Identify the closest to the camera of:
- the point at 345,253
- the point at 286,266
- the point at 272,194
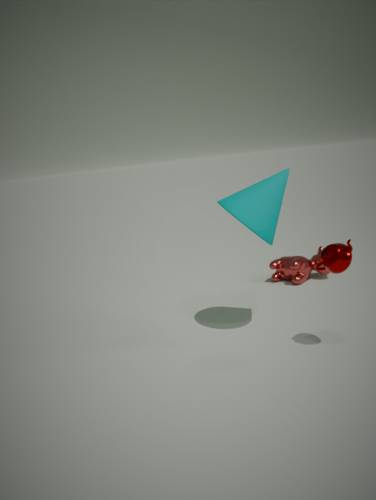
the point at 345,253
